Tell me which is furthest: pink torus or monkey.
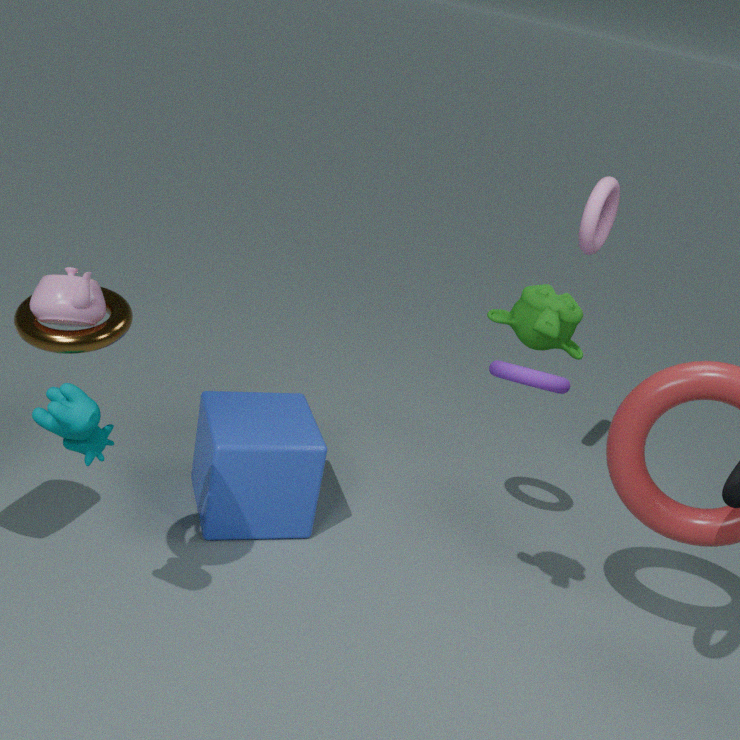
pink torus
